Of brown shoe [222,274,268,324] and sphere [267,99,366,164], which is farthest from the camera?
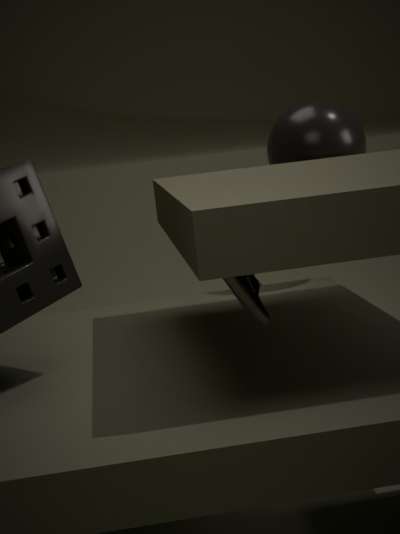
sphere [267,99,366,164]
